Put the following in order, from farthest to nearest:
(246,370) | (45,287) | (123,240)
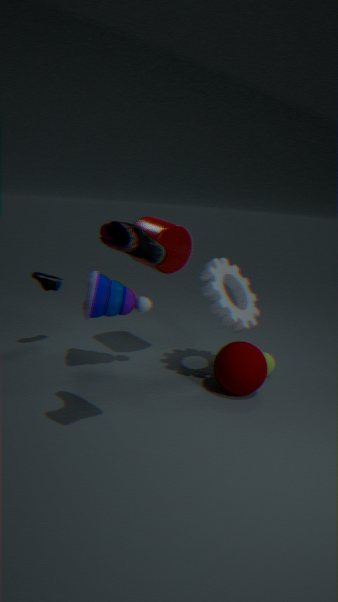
(45,287) < (246,370) < (123,240)
